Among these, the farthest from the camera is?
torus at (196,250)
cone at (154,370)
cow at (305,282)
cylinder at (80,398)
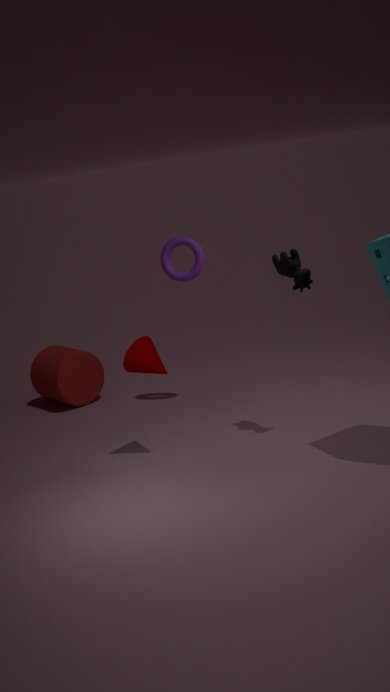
cylinder at (80,398)
